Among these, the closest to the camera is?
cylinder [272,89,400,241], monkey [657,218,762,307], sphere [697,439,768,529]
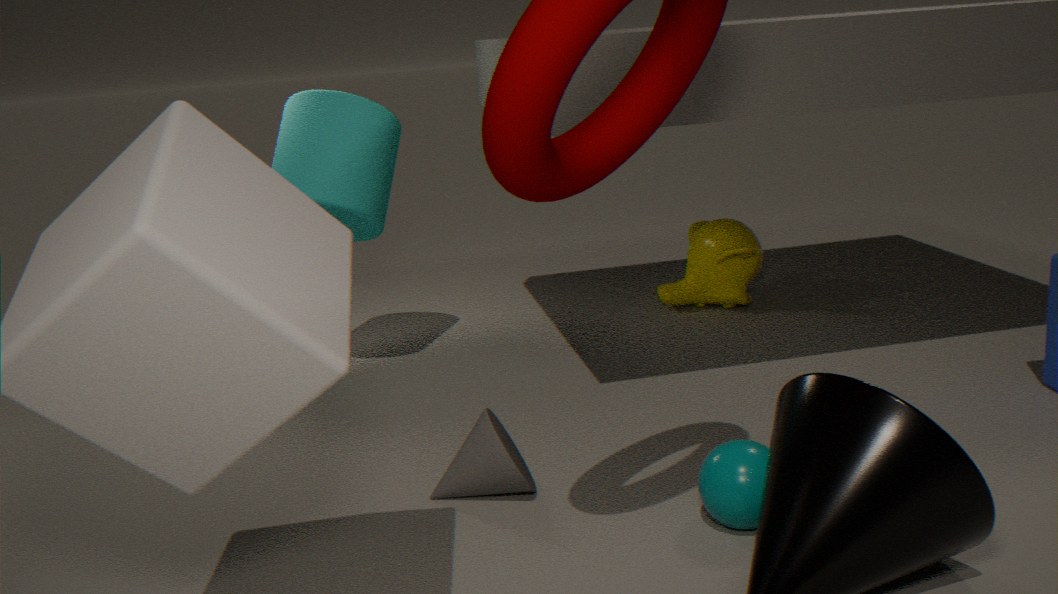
sphere [697,439,768,529]
